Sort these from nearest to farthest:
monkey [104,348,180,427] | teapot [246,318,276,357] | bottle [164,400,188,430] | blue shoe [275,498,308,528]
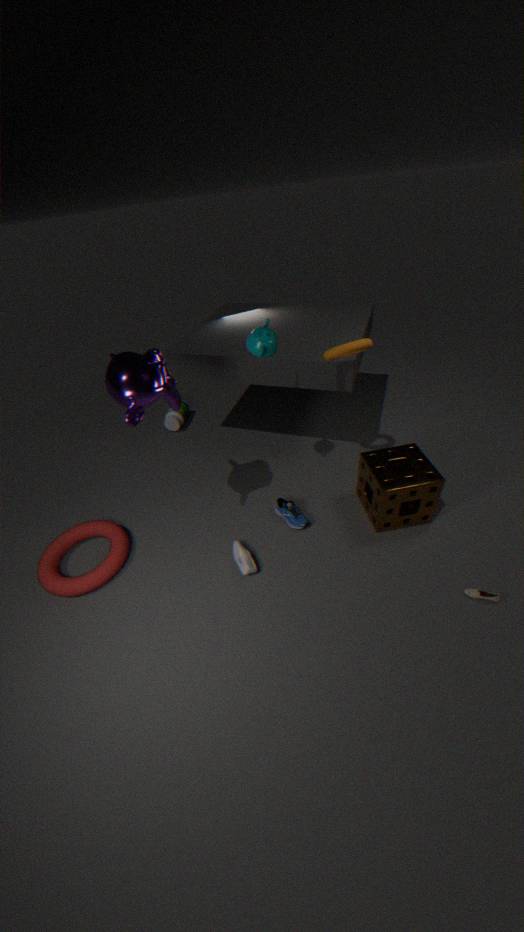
1. monkey [104,348,180,427]
2. teapot [246,318,276,357]
3. blue shoe [275,498,308,528]
4. bottle [164,400,188,430]
